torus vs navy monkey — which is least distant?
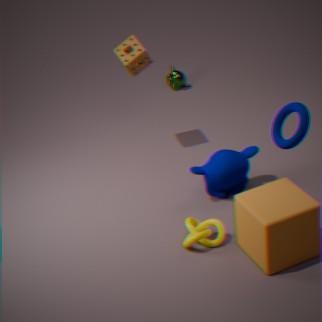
torus
